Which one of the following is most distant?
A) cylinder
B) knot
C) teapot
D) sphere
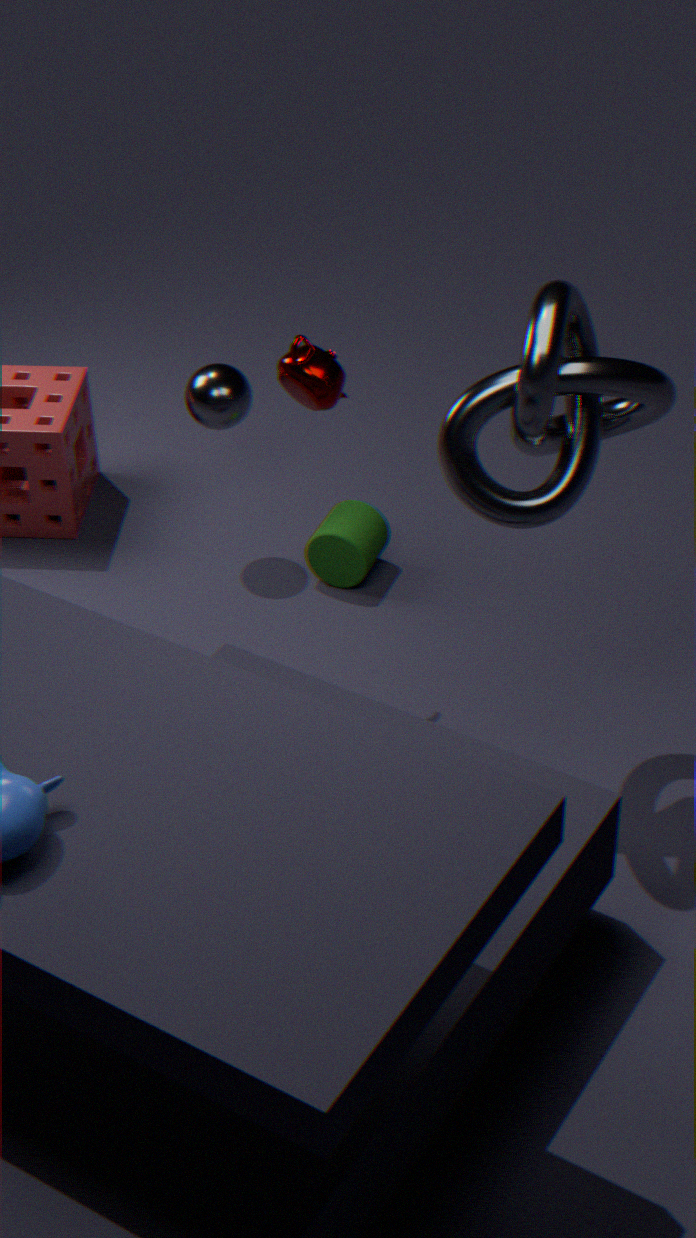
A. cylinder
